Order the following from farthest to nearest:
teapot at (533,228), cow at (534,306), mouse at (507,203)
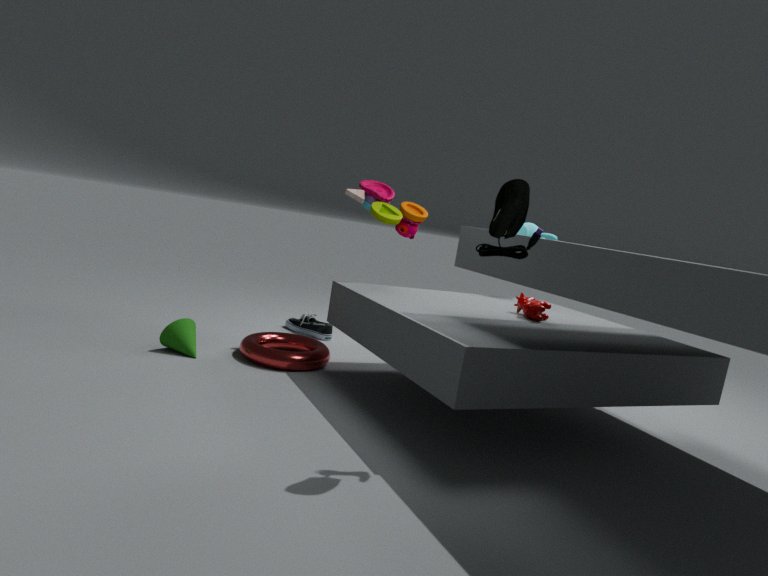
1. teapot at (533,228)
2. cow at (534,306)
3. mouse at (507,203)
